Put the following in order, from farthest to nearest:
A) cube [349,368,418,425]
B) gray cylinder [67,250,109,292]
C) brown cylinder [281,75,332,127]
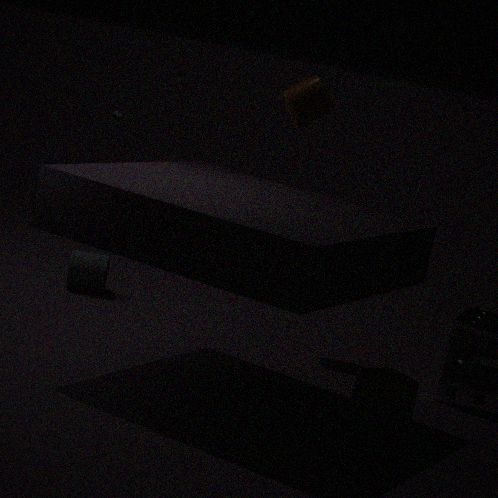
1. gray cylinder [67,250,109,292]
2. brown cylinder [281,75,332,127]
3. cube [349,368,418,425]
